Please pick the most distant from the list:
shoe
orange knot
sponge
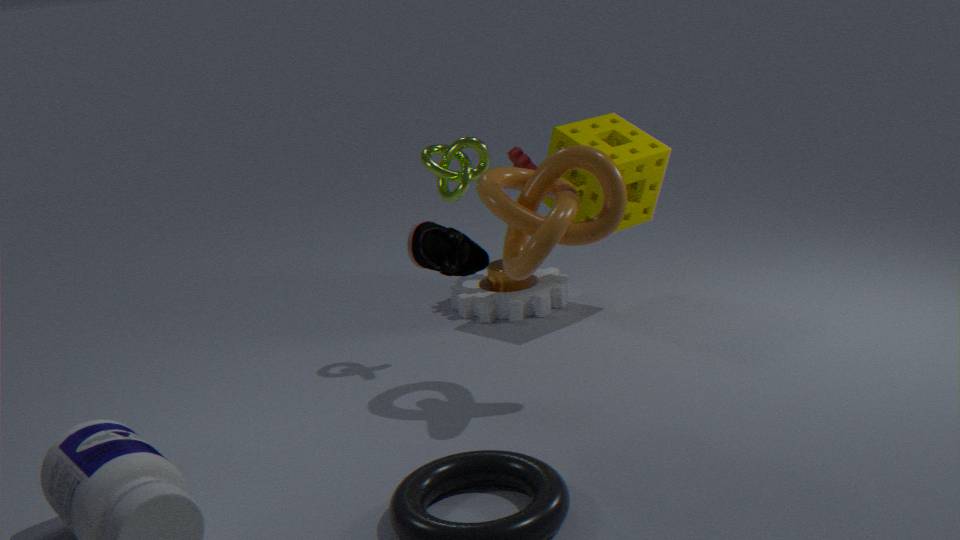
sponge
